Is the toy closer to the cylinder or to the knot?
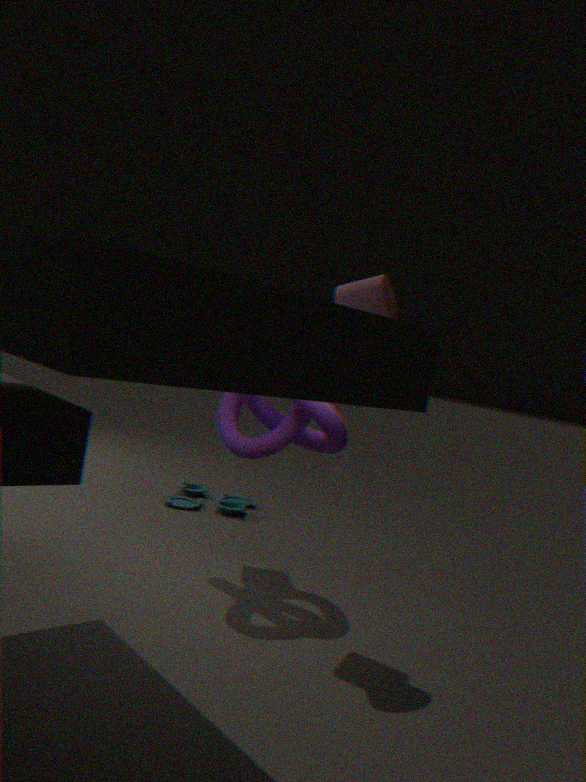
the knot
